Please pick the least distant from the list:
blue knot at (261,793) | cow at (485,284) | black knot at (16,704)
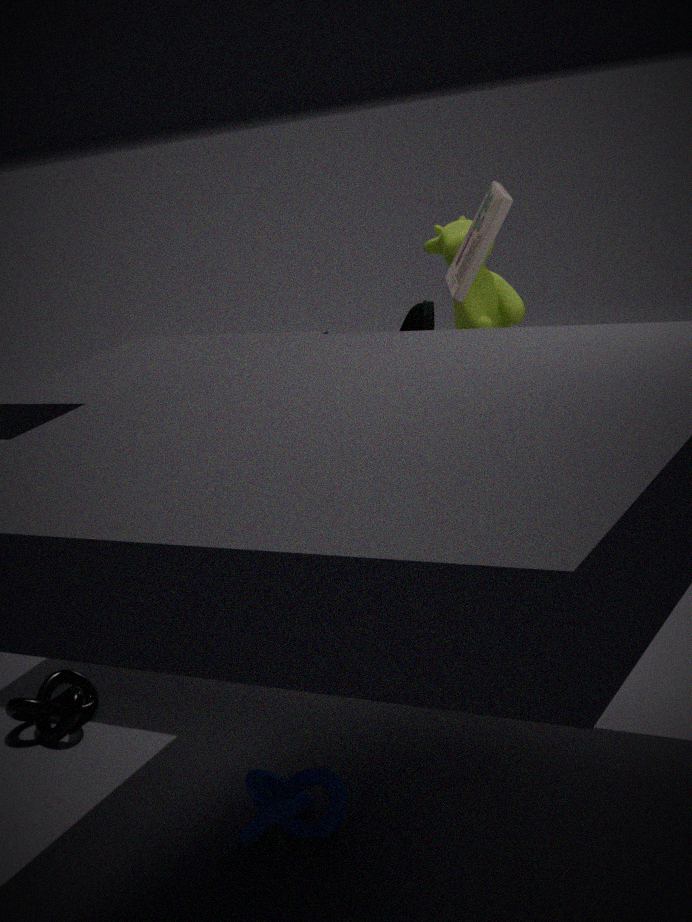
blue knot at (261,793)
